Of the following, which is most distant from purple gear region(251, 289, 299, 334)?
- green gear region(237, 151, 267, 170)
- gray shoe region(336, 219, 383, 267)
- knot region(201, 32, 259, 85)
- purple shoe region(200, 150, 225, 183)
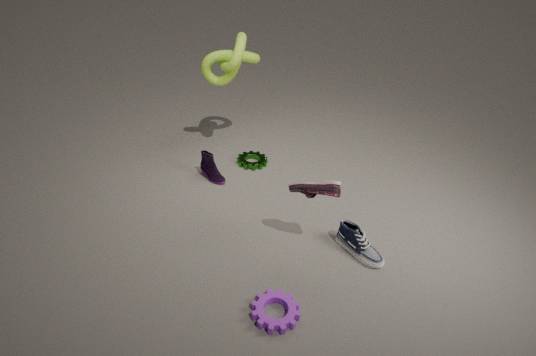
knot region(201, 32, 259, 85)
